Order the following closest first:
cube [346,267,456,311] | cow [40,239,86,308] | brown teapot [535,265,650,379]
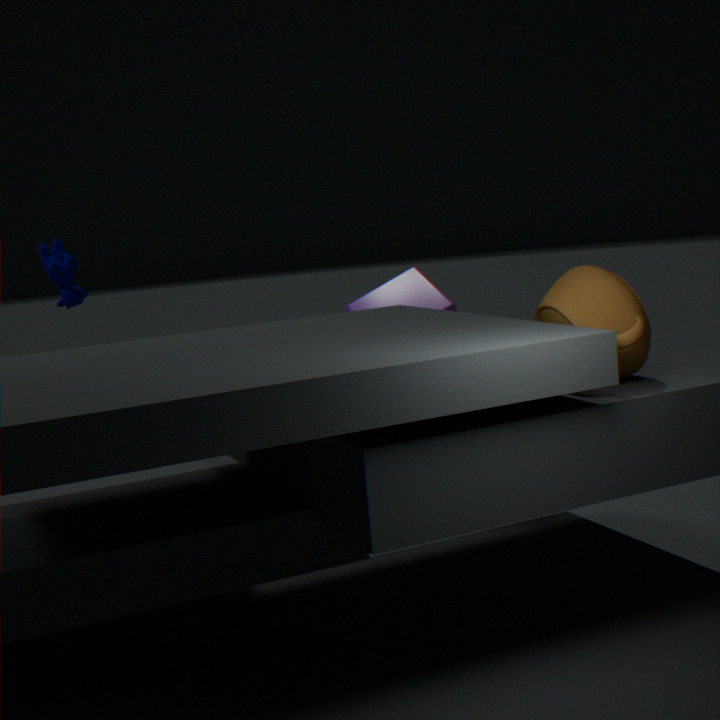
brown teapot [535,265,650,379]
cow [40,239,86,308]
cube [346,267,456,311]
